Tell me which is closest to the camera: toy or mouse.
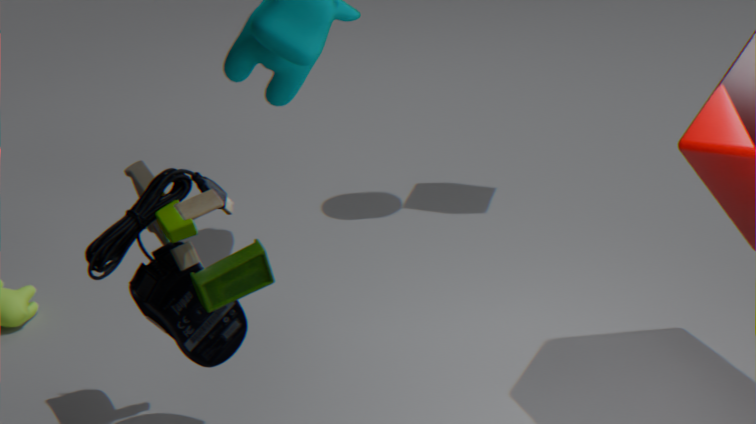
toy
